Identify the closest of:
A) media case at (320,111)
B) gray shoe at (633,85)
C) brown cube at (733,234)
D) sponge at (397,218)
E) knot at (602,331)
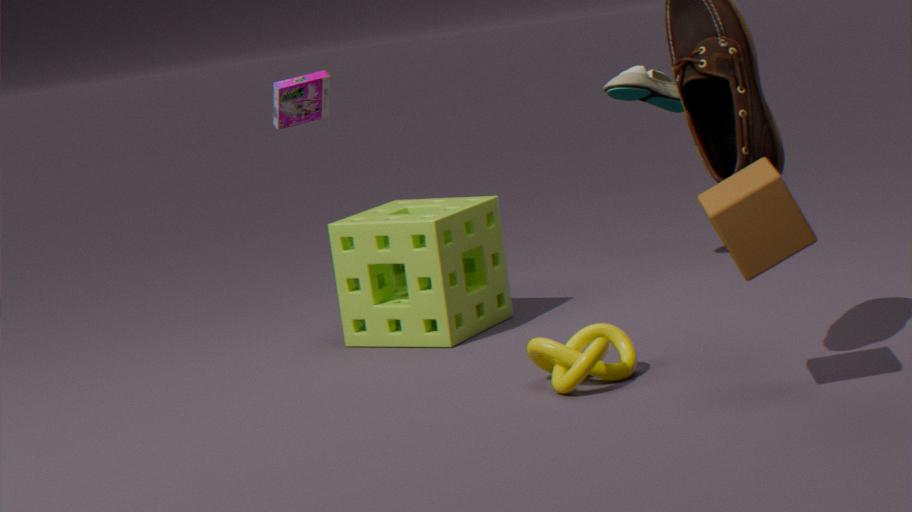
brown cube at (733,234)
